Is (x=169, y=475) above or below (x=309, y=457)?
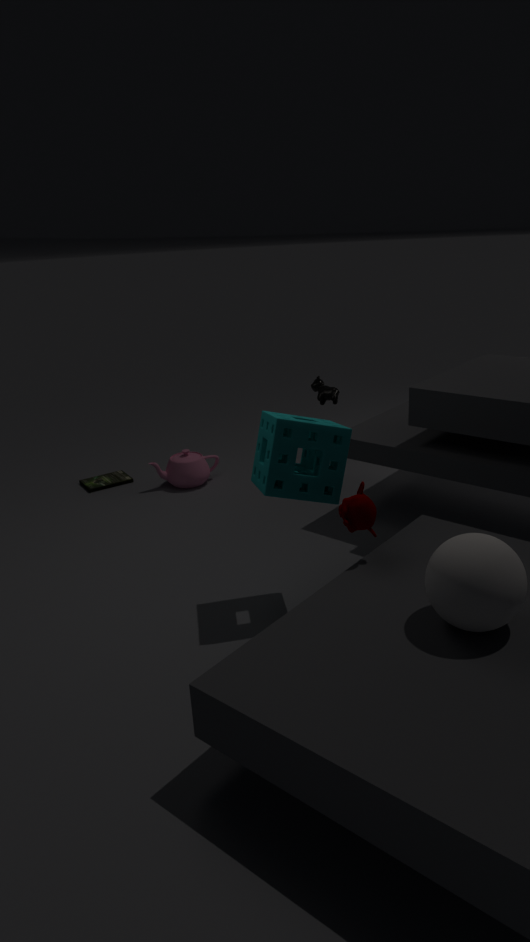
below
